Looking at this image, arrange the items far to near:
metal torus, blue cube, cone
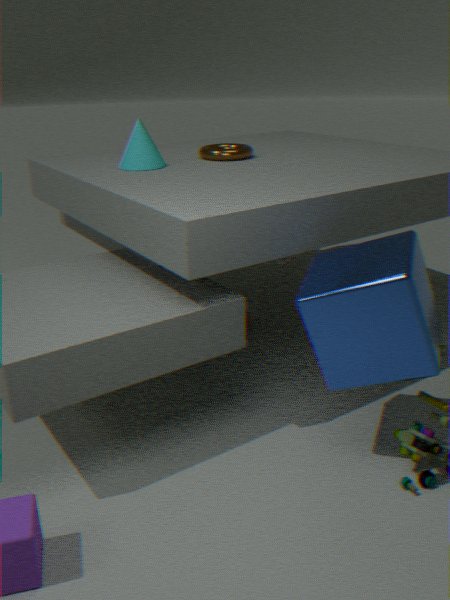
metal torus → cone → blue cube
